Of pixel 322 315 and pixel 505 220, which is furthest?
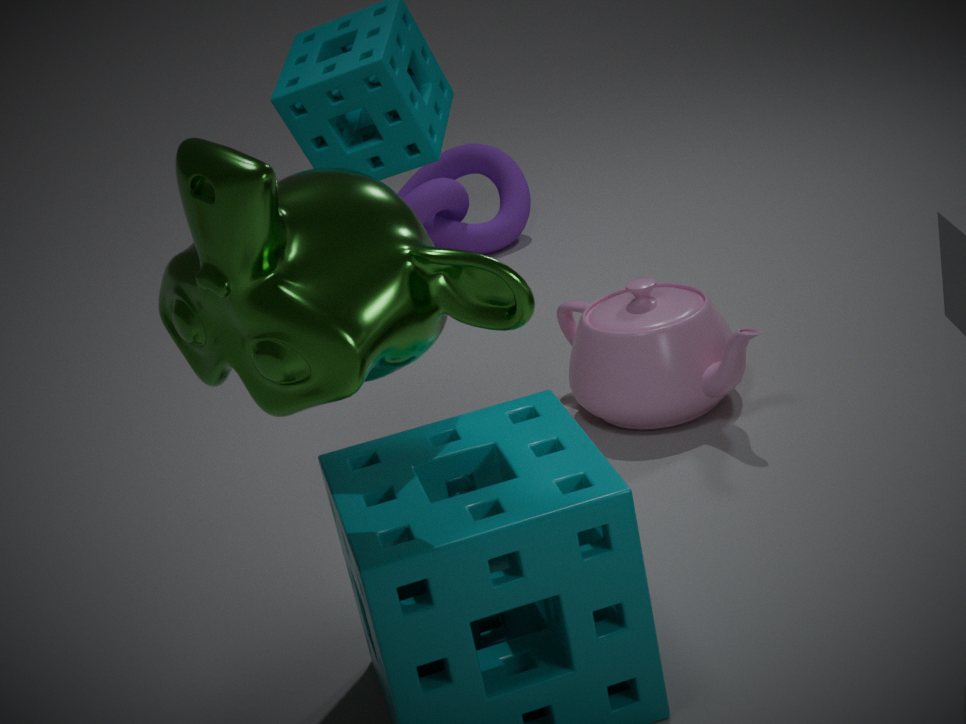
pixel 505 220
